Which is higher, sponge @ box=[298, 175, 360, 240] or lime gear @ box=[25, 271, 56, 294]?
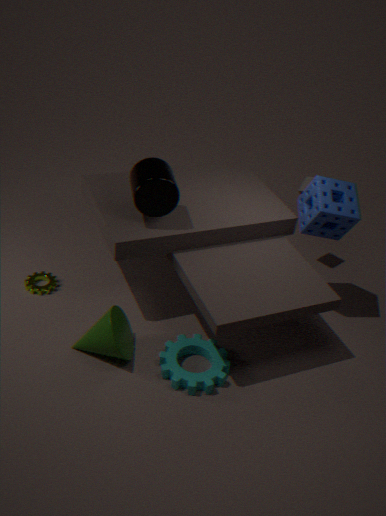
sponge @ box=[298, 175, 360, 240]
